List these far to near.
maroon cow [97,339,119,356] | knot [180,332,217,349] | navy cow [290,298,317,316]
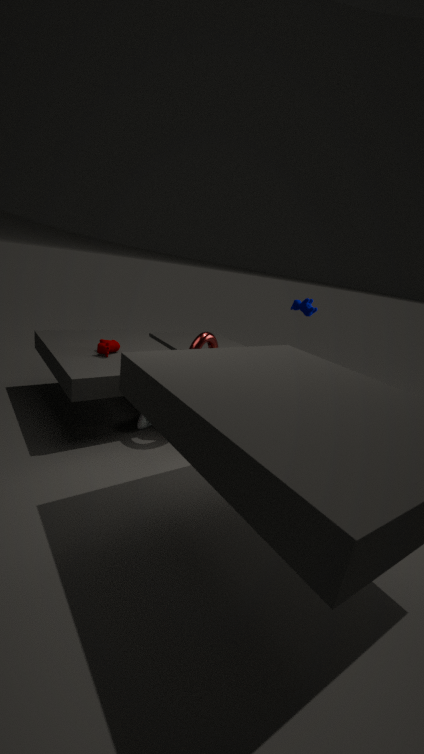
navy cow [290,298,317,316] → maroon cow [97,339,119,356] → knot [180,332,217,349]
